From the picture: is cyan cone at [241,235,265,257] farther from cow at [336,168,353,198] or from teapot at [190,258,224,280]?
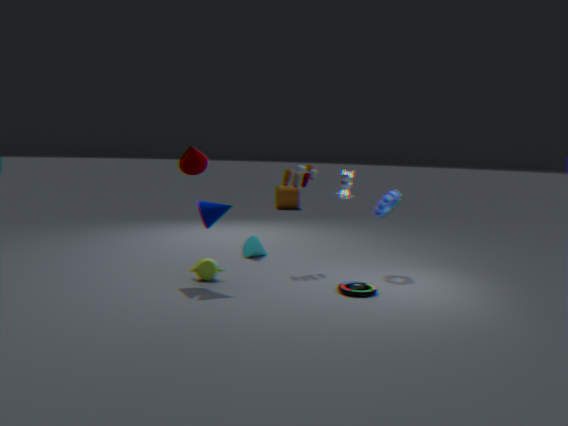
cow at [336,168,353,198]
